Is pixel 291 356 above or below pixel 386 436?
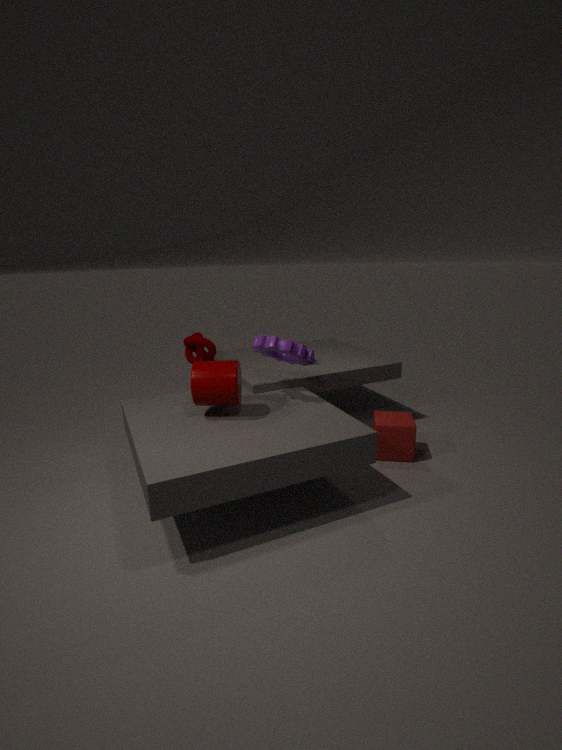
above
